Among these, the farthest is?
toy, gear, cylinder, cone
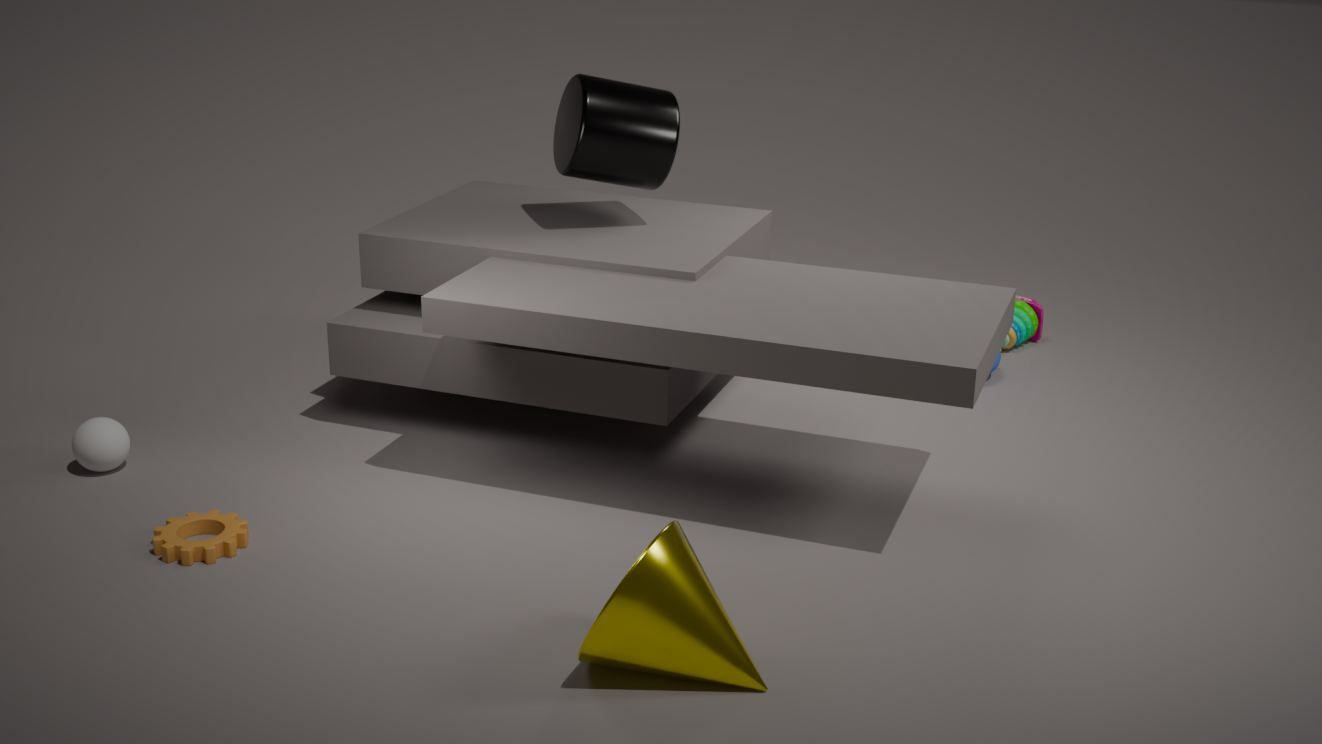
toy
